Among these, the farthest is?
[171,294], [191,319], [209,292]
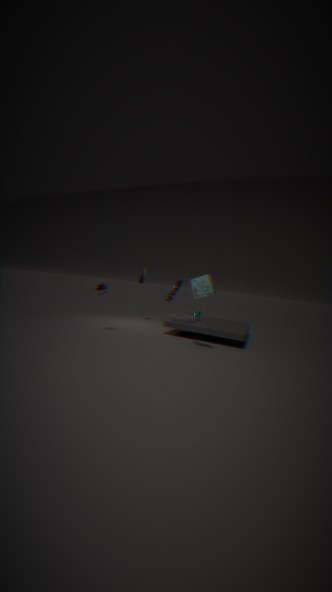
[171,294]
